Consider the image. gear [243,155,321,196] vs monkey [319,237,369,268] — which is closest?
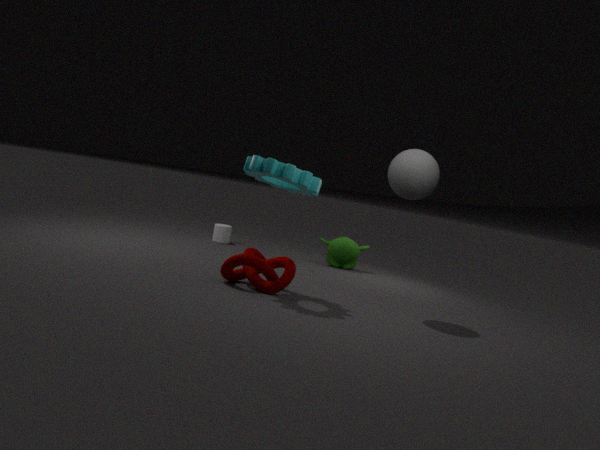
gear [243,155,321,196]
